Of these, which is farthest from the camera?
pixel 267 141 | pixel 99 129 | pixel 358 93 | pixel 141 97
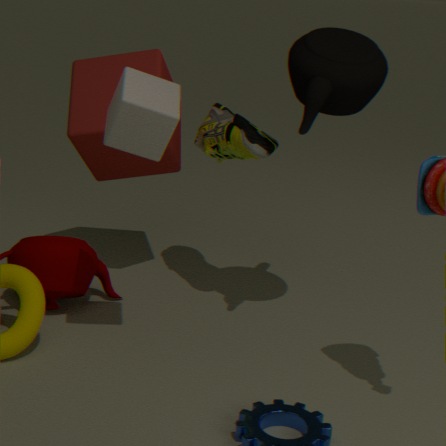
pixel 99 129
